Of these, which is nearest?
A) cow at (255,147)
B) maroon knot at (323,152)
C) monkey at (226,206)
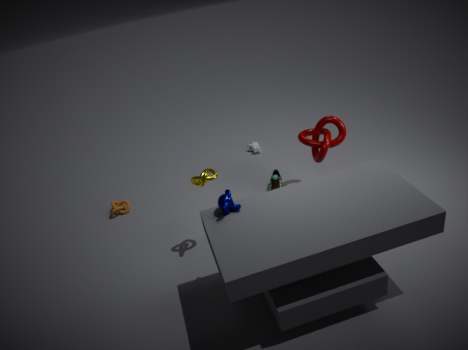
monkey at (226,206)
